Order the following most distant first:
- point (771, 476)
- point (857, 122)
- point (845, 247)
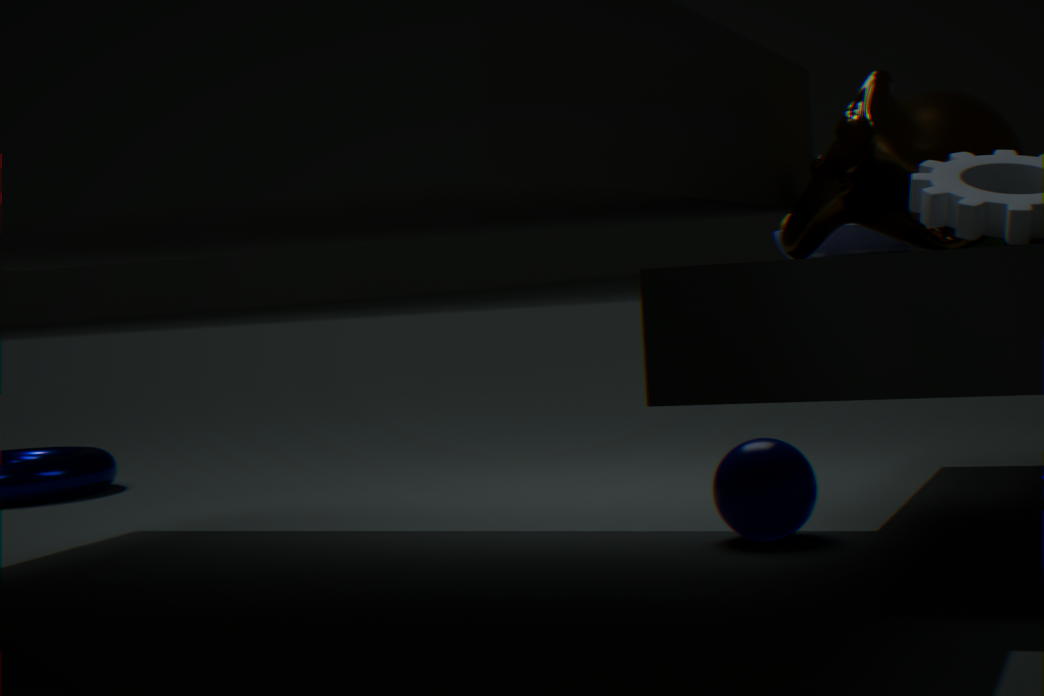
1. point (845, 247)
2. point (771, 476)
3. point (857, 122)
